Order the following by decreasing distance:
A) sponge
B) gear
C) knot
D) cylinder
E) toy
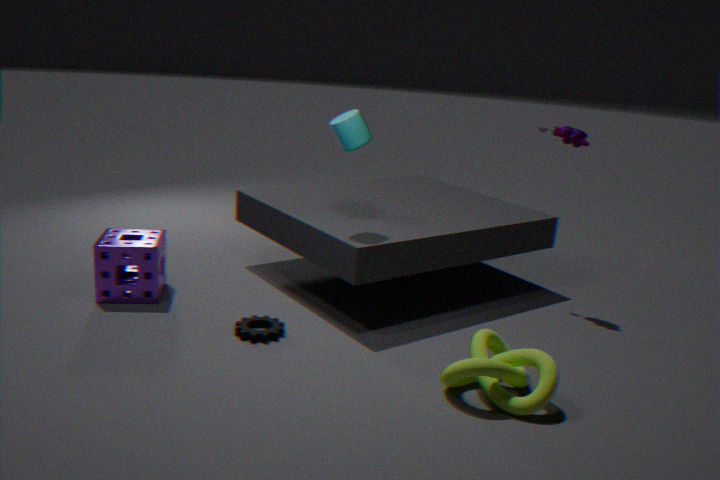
1. toy
2. sponge
3. cylinder
4. gear
5. knot
